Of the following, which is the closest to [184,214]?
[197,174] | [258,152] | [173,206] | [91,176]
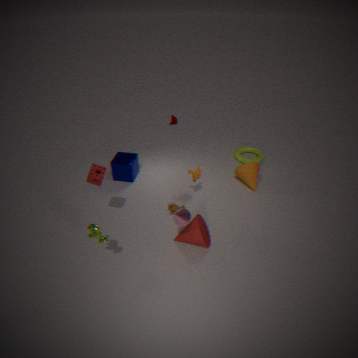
[173,206]
